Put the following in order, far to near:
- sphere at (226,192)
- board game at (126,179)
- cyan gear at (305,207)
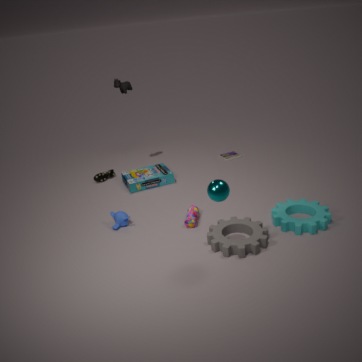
board game at (126,179) < cyan gear at (305,207) < sphere at (226,192)
